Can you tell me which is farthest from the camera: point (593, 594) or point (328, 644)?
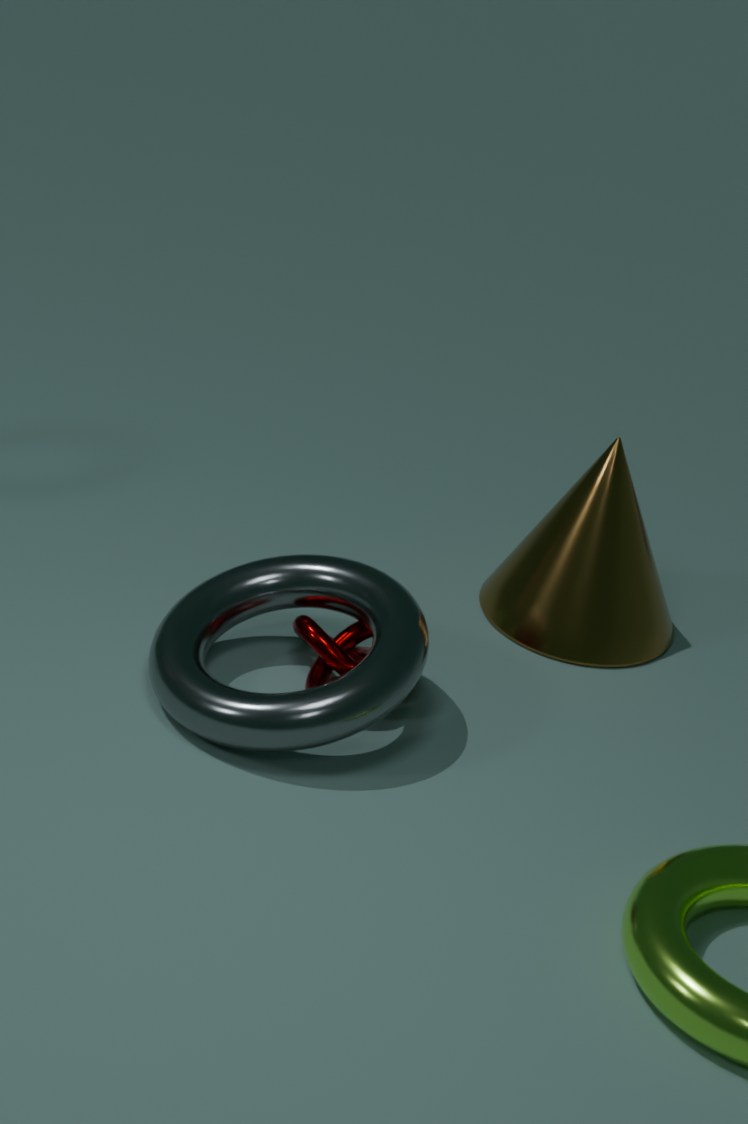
point (593, 594)
